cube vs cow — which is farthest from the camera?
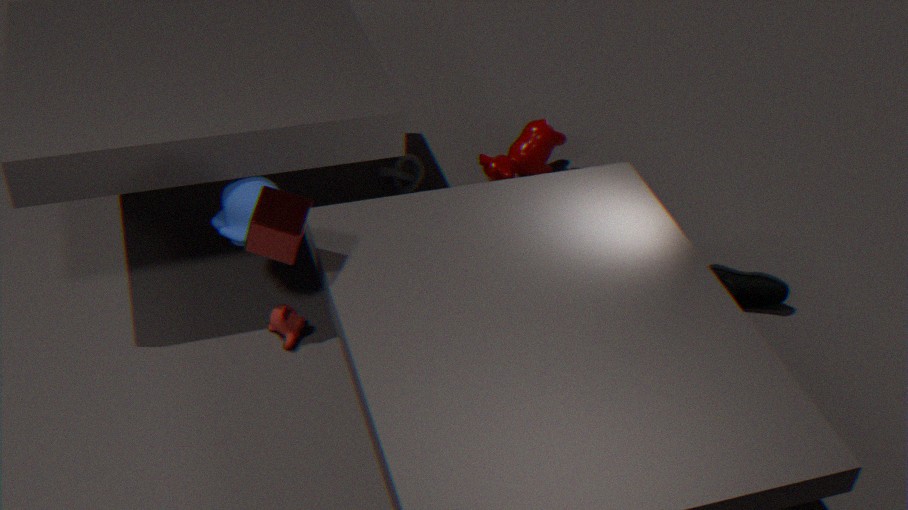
cow
